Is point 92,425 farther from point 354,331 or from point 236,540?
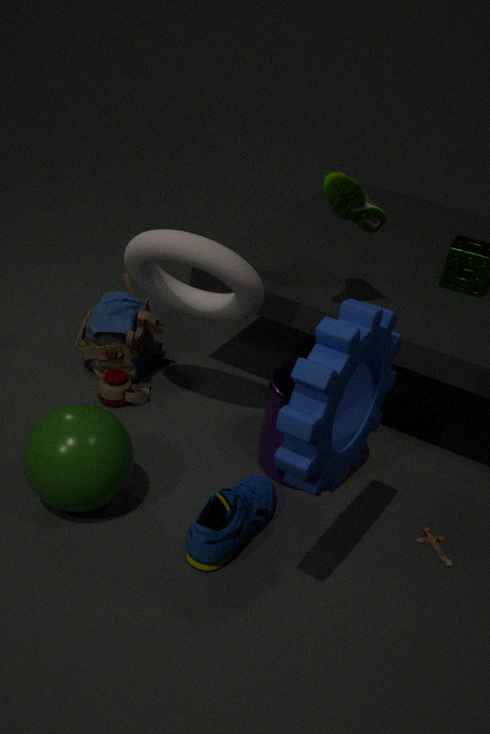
point 354,331
